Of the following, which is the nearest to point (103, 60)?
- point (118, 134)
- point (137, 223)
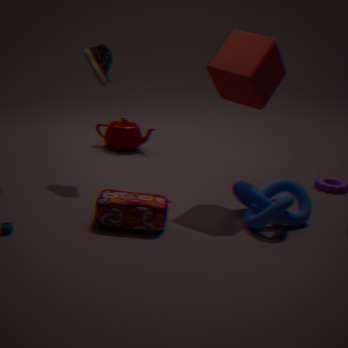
point (118, 134)
